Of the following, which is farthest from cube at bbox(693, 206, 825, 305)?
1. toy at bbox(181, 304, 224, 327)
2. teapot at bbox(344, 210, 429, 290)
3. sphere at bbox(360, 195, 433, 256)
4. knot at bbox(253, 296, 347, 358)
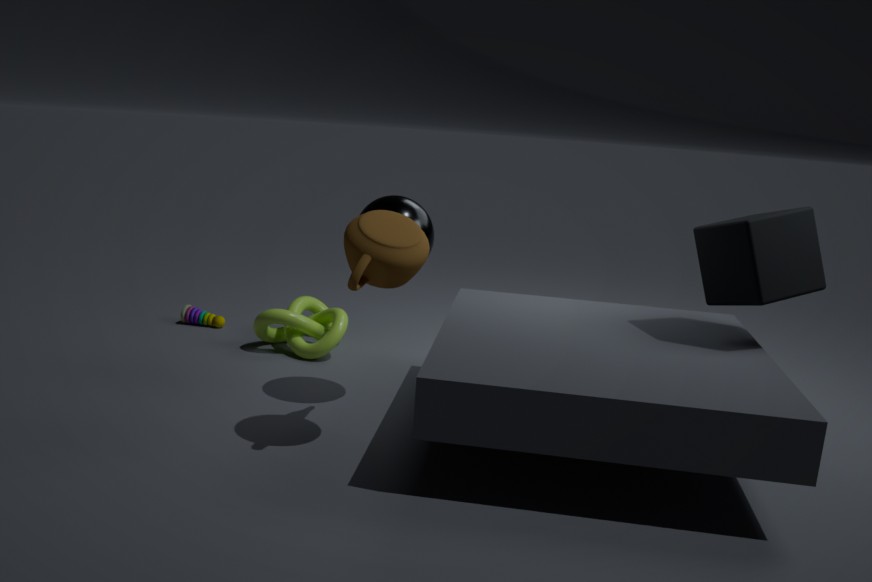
toy at bbox(181, 304, 224, 327)
